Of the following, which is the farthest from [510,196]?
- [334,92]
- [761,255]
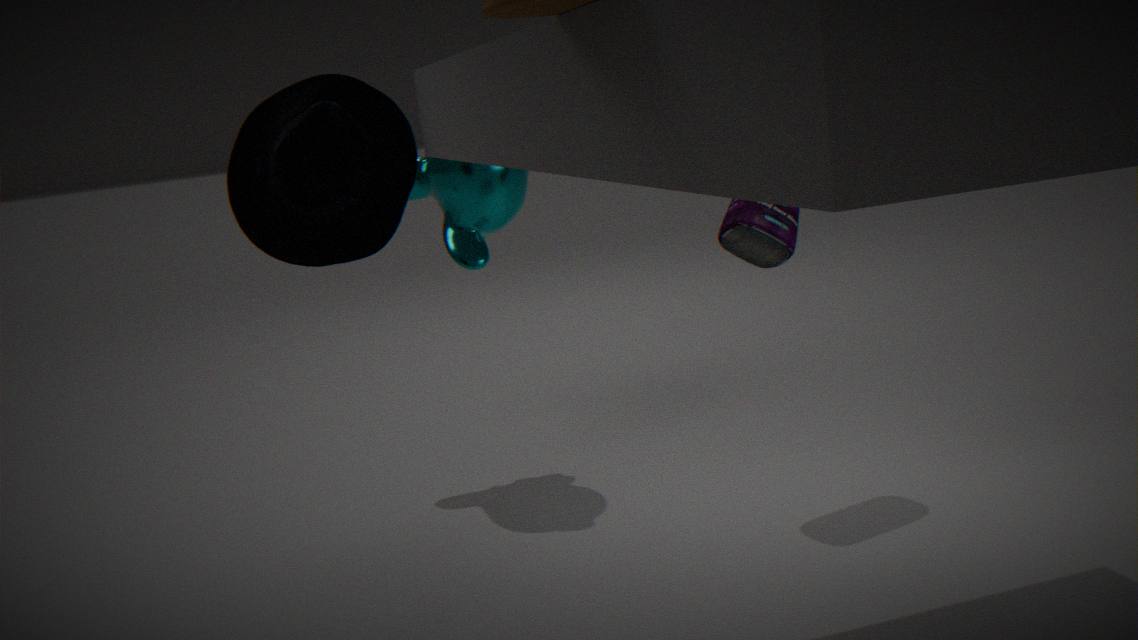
[334,92]
